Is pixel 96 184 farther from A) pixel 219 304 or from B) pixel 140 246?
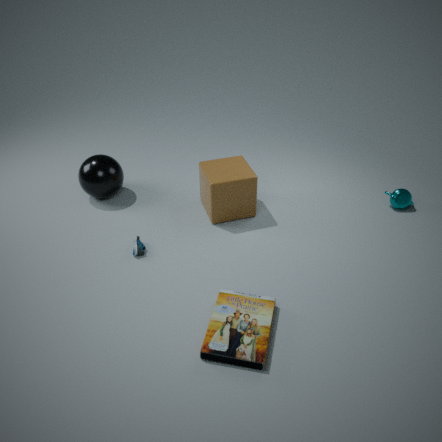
A) pixel 219 304
